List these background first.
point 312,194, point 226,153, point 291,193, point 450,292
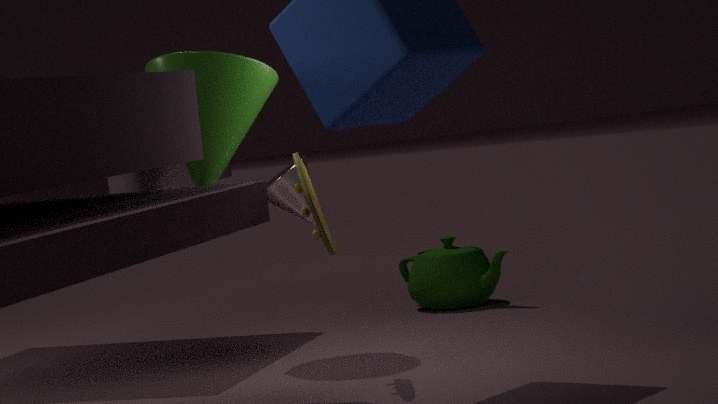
point 450,292
point 291,193
point 226,153
point 312,194
